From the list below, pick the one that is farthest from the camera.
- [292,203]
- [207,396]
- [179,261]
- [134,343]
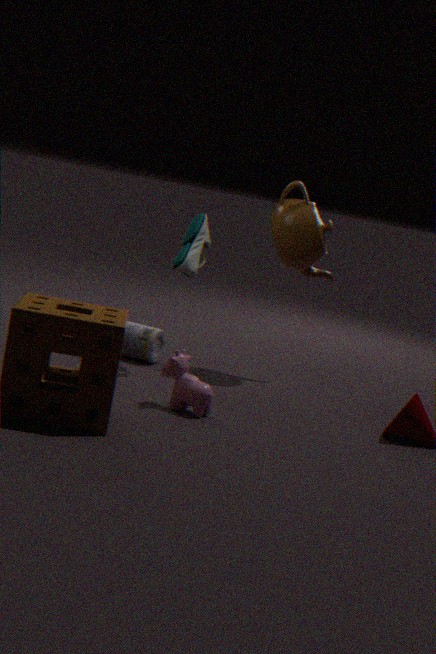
[292,203]
